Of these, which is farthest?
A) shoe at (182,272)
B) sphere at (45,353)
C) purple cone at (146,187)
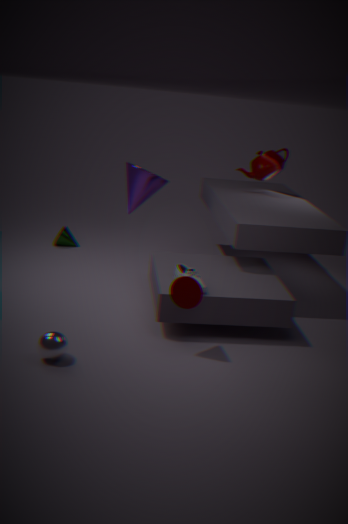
purple cone at (146,187)
